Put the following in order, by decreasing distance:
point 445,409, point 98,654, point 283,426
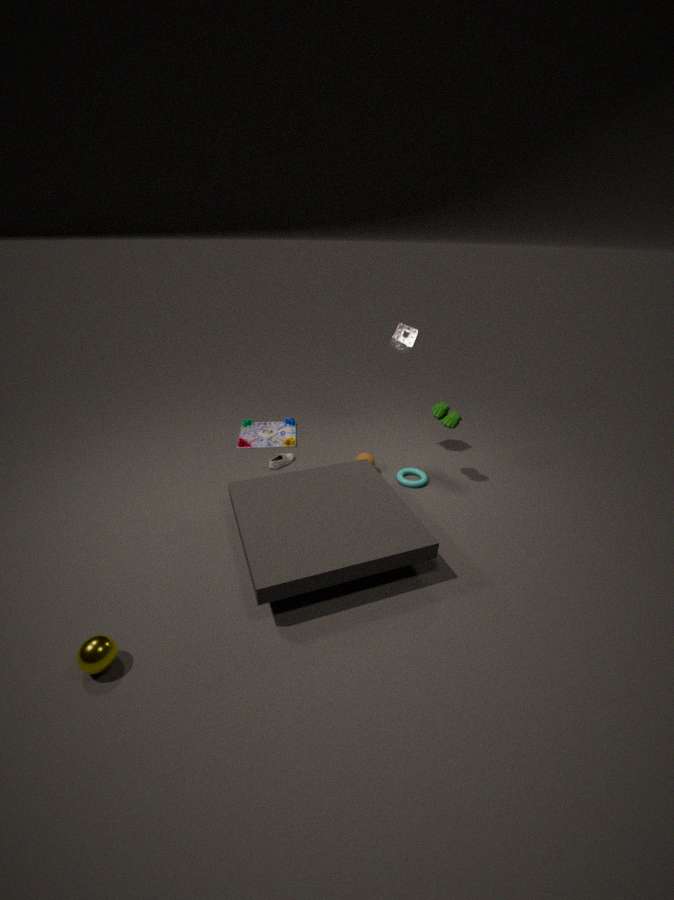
point 283,426
point 445,409
point 98,654
